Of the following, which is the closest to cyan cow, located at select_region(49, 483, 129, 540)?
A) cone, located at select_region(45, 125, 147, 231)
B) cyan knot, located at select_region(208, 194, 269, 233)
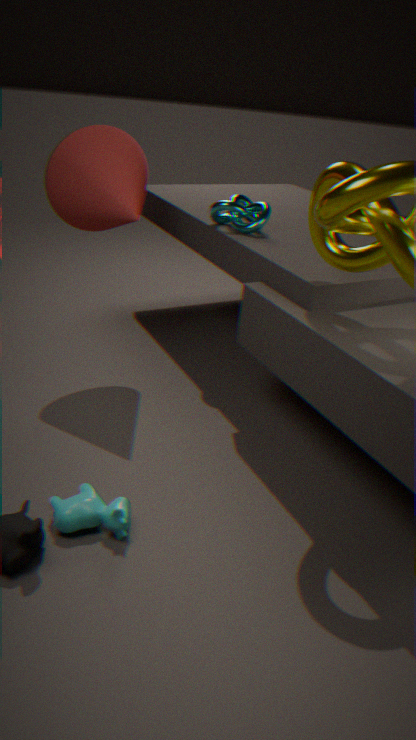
cone, located at select_region(45, 125, 147, 231)
